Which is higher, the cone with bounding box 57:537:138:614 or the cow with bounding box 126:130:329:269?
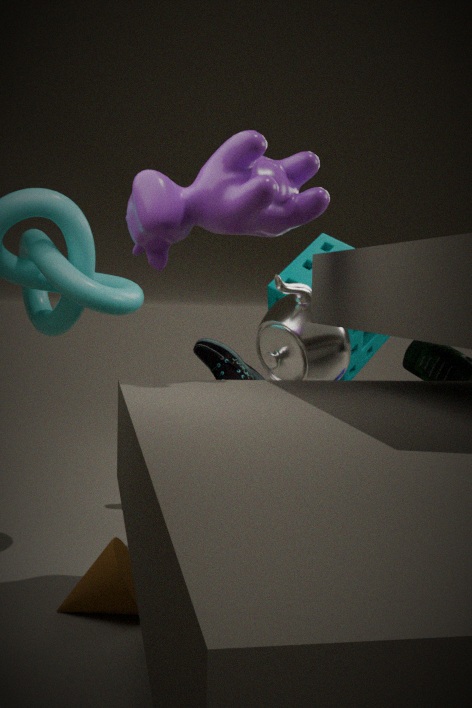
the cow with bounding box 126:130:329:269
